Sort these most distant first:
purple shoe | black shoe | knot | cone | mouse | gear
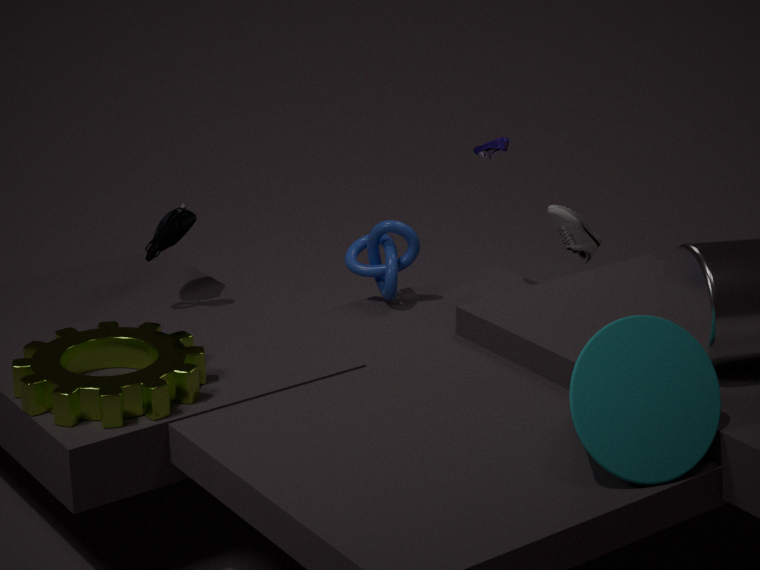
black shoe
knot
purple shoe
mouse
gear
cone
